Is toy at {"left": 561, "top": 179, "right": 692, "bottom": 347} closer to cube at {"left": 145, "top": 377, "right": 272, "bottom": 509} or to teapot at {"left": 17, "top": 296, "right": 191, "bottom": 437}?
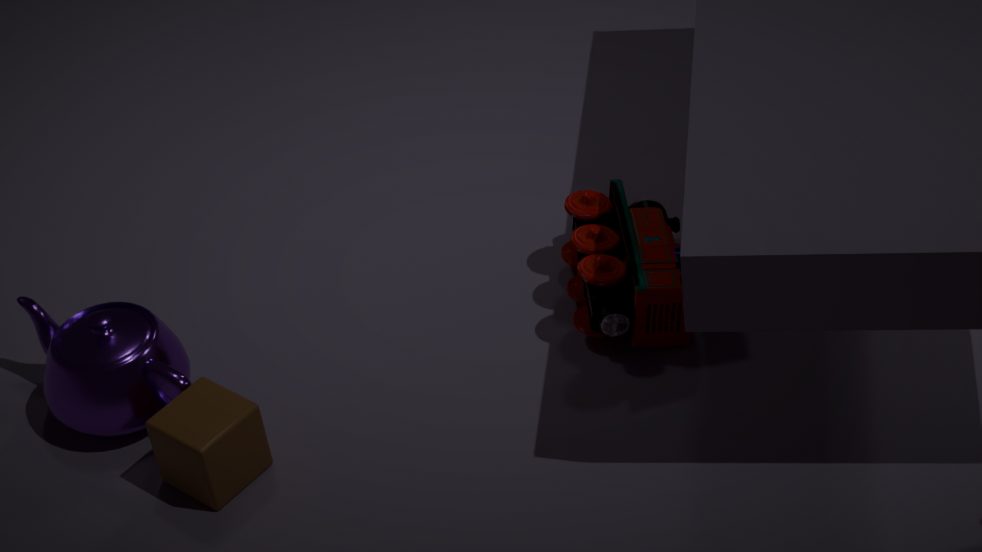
cube at {"left": 145, "top": 377, "right": 272, "bottom": 509}
